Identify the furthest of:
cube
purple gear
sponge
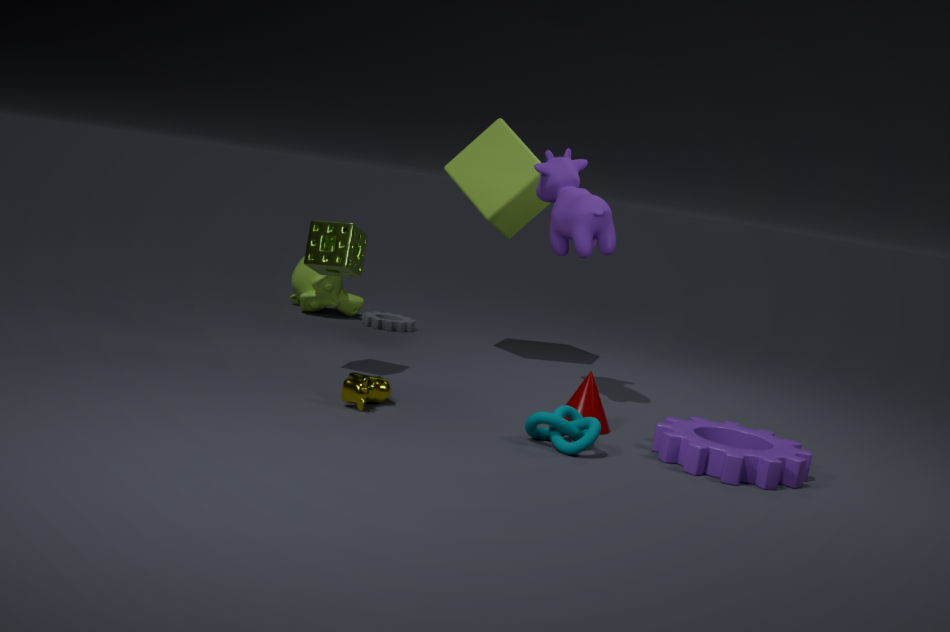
cube
